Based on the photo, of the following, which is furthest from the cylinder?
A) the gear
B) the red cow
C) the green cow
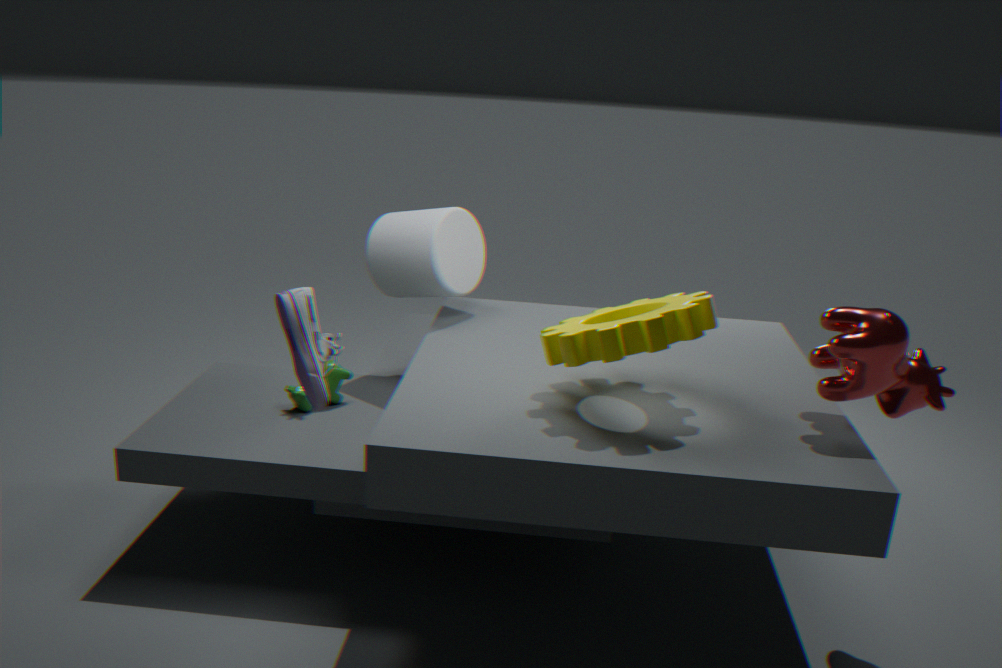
the red cow
